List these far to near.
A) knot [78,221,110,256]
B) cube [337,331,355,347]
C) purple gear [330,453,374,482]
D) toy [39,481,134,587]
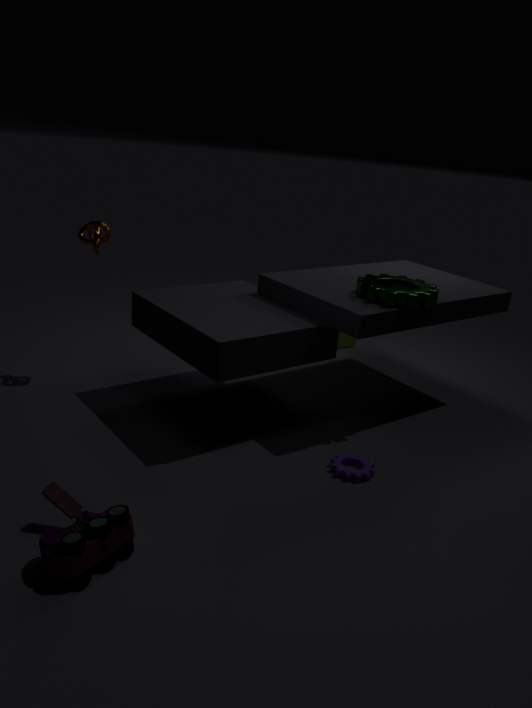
cube [337,331,355,347]
knot [78,221,110,256]
purple gear [330,453,374,482]
toy [39,481,134,587]
